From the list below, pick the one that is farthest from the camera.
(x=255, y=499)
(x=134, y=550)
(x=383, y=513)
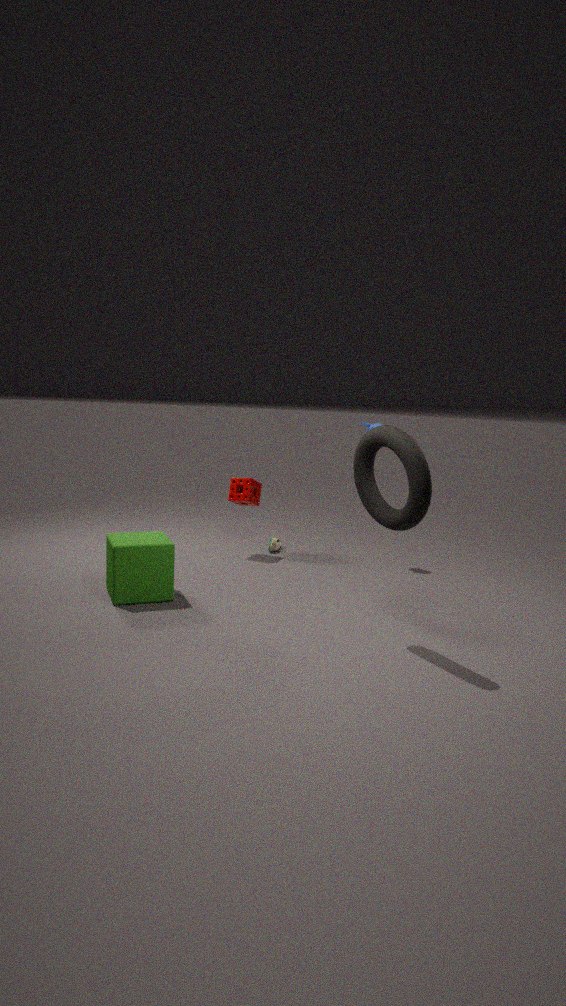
(x=255, y=499)
